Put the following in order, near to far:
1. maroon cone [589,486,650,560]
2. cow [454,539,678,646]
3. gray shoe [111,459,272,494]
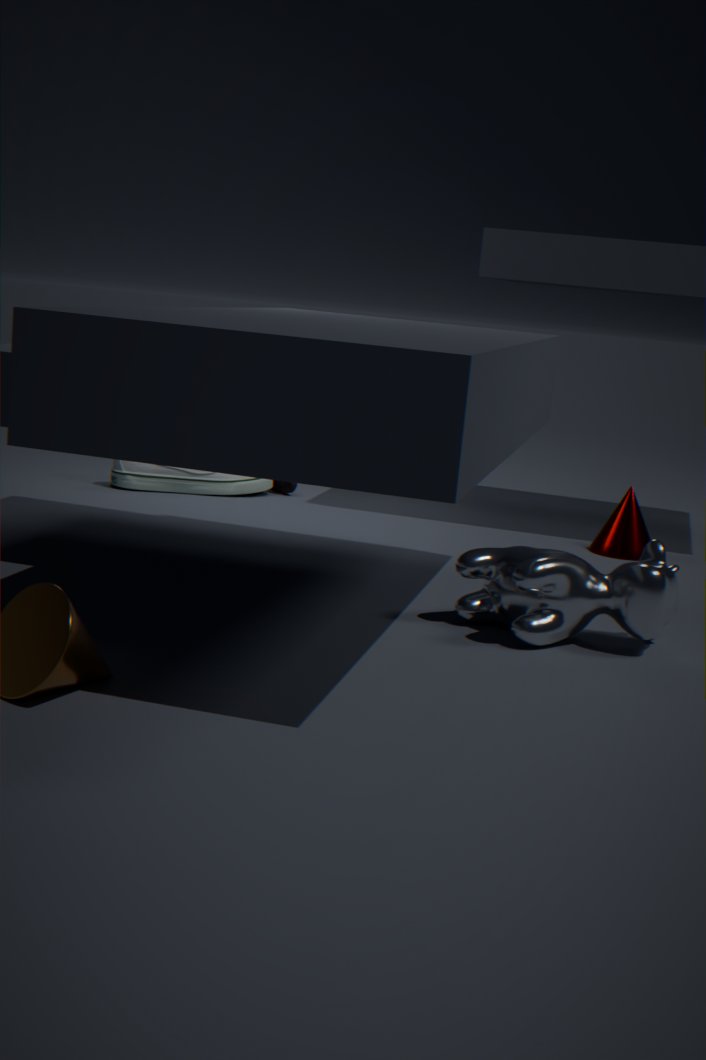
1. cow [454,539,678,646]
2. maroon cone [589,486,650,560]
3. gray shoe [111,459,272,494]
